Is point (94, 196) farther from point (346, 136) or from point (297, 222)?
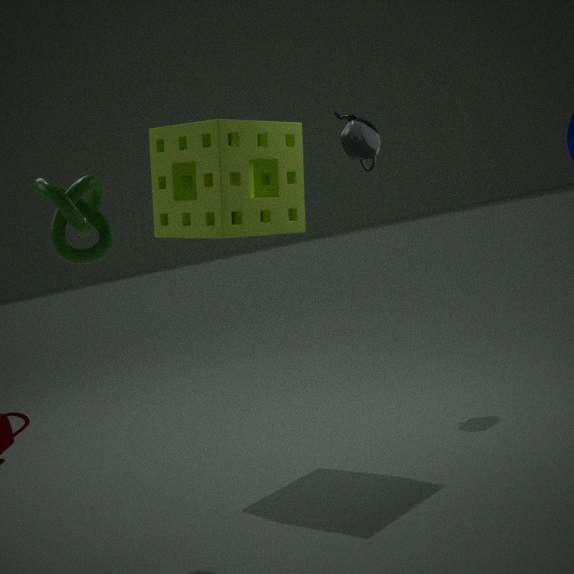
point (346, 136)
